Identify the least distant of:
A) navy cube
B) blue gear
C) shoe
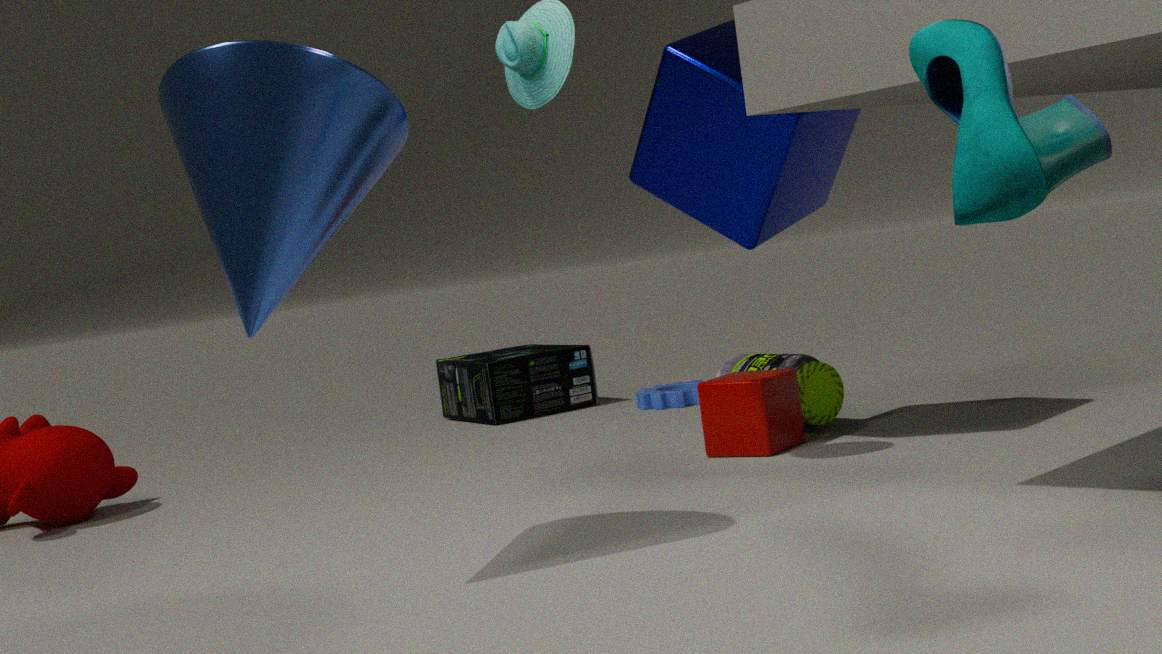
shoe
